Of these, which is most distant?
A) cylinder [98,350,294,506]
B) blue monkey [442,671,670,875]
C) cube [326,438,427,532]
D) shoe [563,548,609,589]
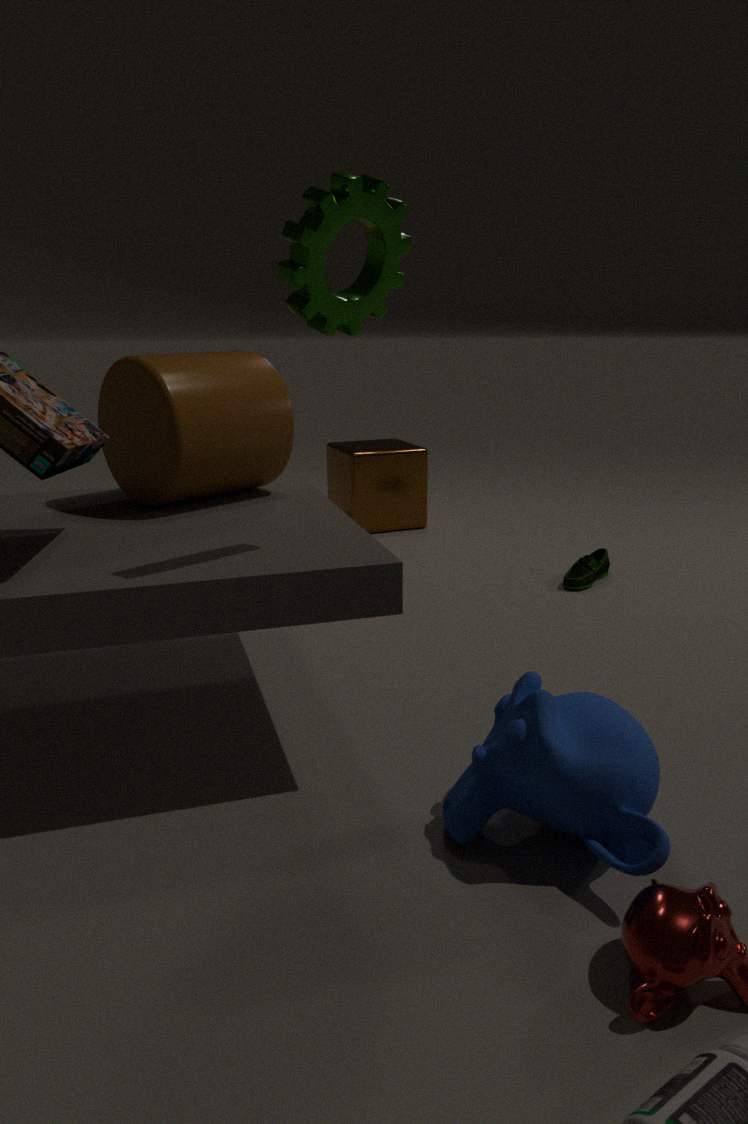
cube [326,438,427,532]
